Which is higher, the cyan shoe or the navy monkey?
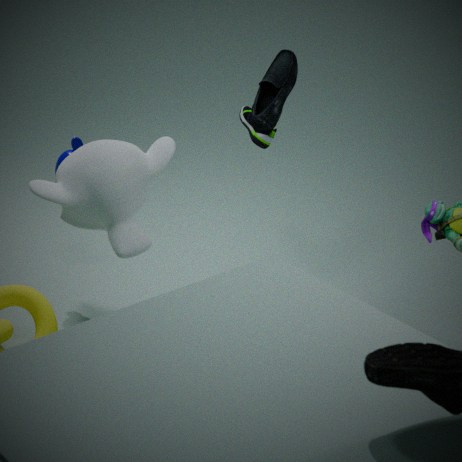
the cyan shoe
